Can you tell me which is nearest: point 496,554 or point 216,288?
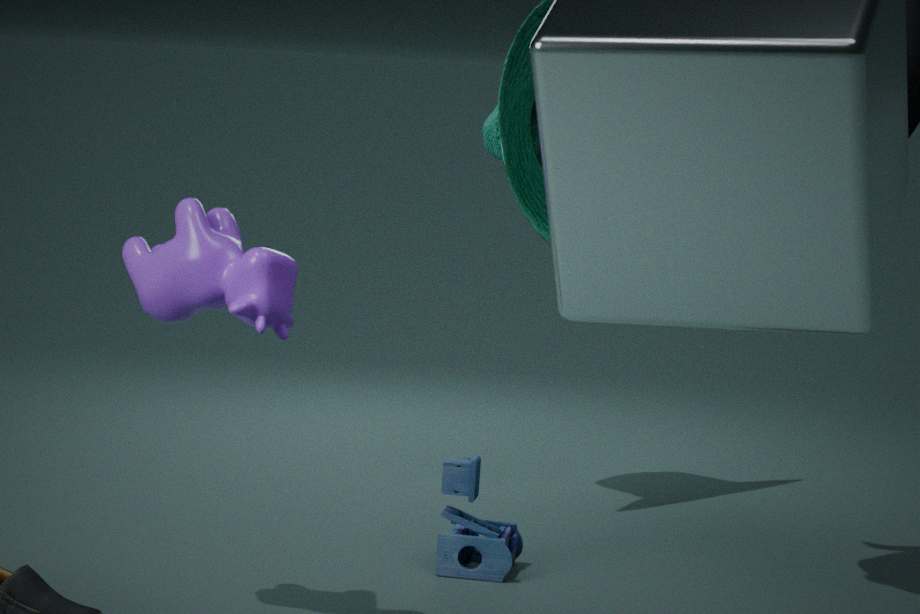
point 216,288
